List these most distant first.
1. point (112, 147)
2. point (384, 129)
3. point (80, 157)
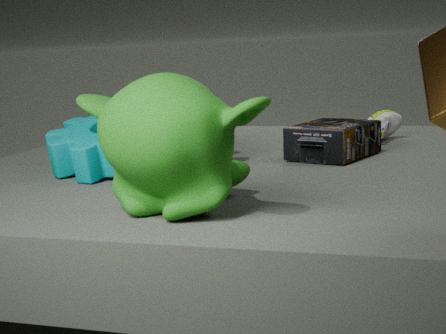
point (384, 129)
point (80, 157)
point (112, 147)
